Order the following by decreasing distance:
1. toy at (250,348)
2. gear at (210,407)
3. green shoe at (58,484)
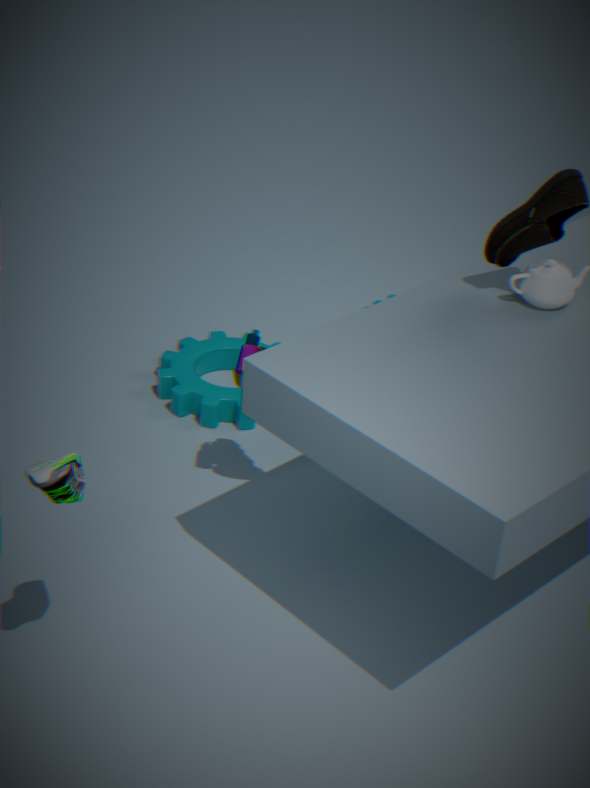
gear at (210,407), toy at (250,348), green shoe at (58,484)
